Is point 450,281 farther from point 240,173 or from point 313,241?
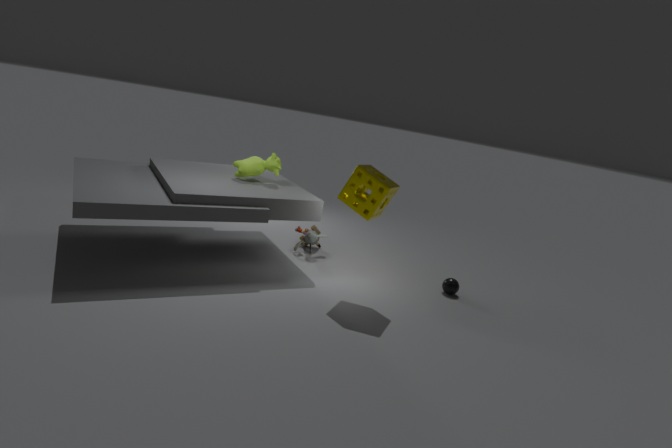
point 240,173
